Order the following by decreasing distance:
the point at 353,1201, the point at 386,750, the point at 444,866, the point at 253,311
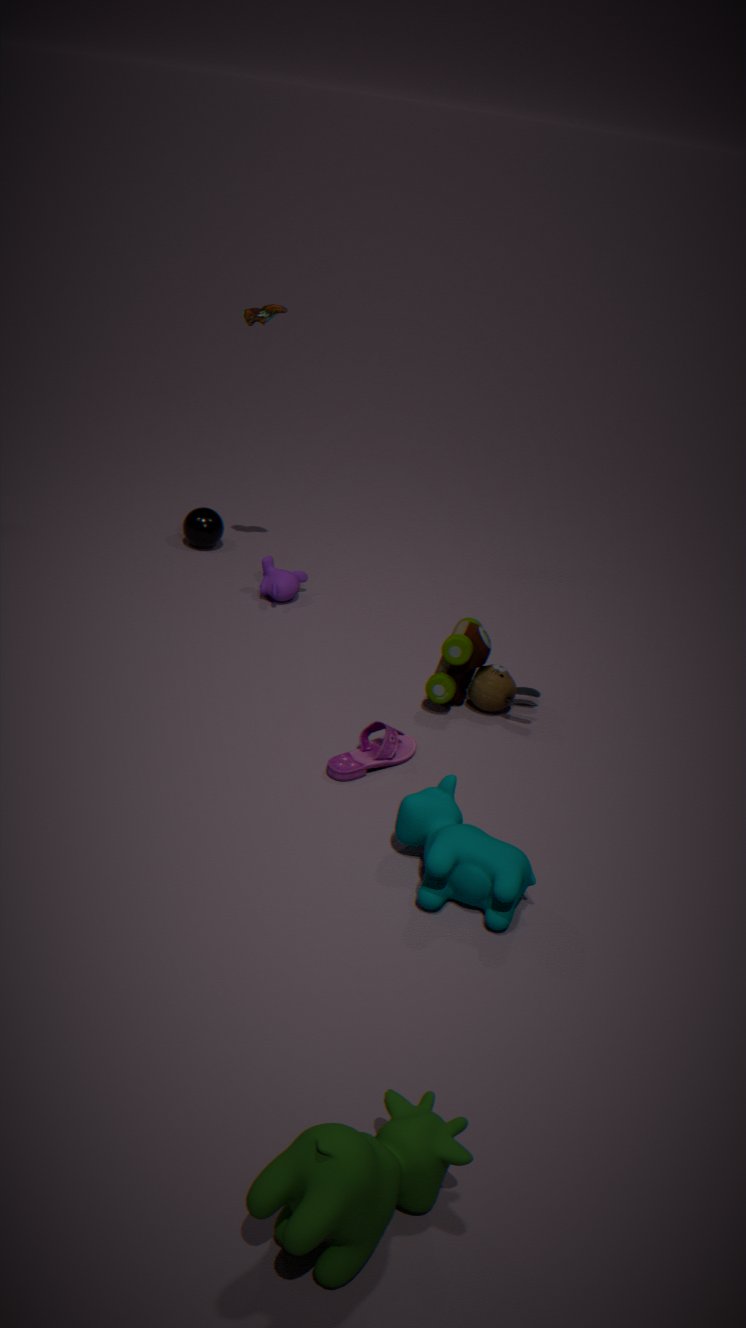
the point at 253,311, the point at 386,750, the point at 444,866, the point at 353,1201
